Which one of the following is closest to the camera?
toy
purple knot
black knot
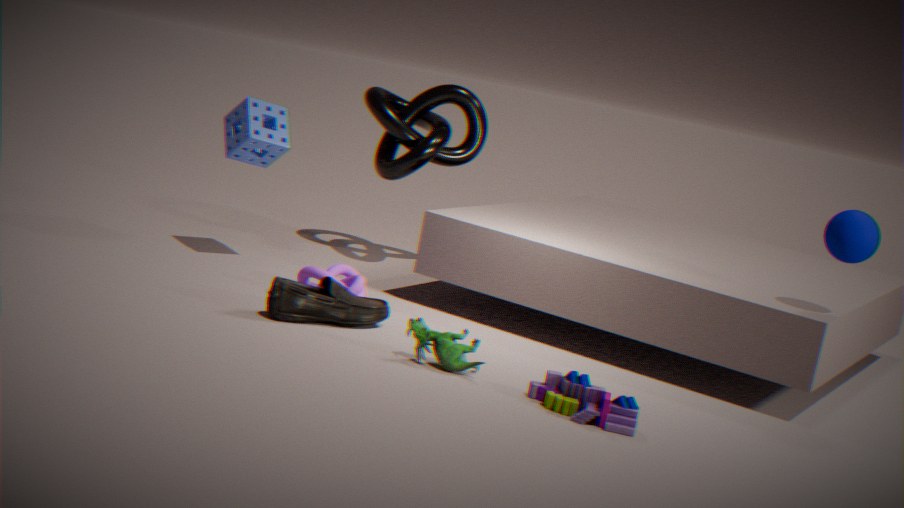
toy
